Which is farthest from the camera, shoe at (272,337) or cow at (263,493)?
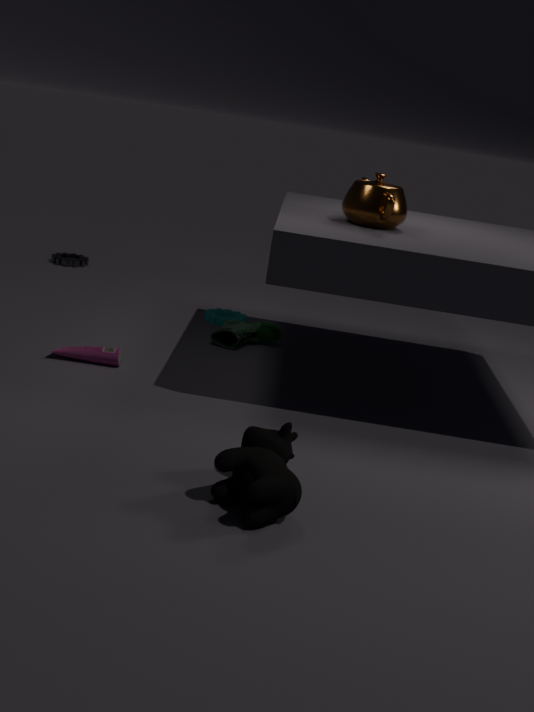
shoe at (272,337)
